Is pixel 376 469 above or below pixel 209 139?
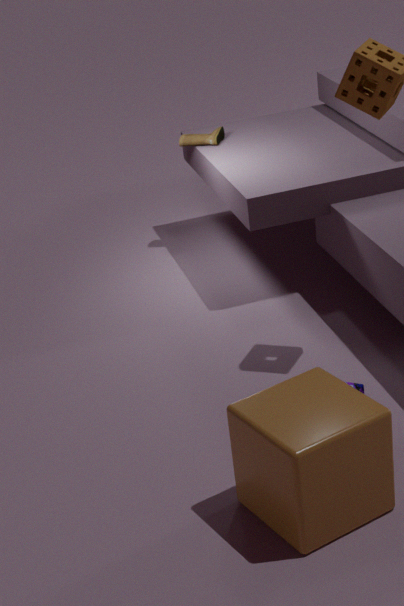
→ below
